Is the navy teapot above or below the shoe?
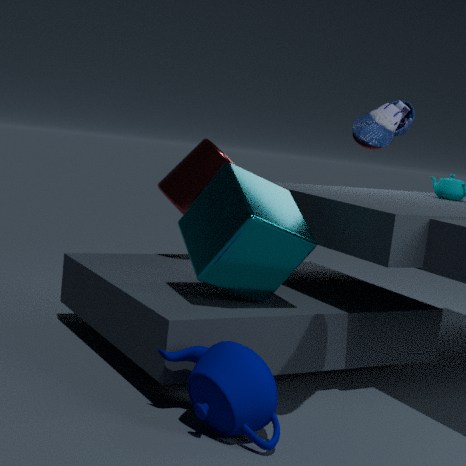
below
